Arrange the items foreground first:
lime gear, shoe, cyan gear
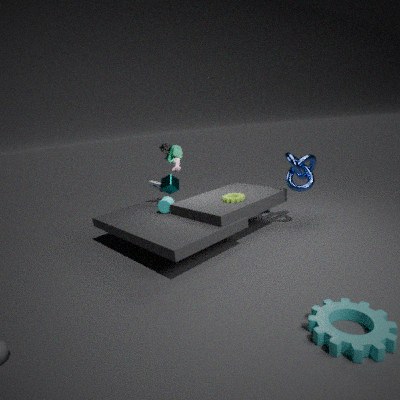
1. cyan gear
2. lime gear
3. shoe
